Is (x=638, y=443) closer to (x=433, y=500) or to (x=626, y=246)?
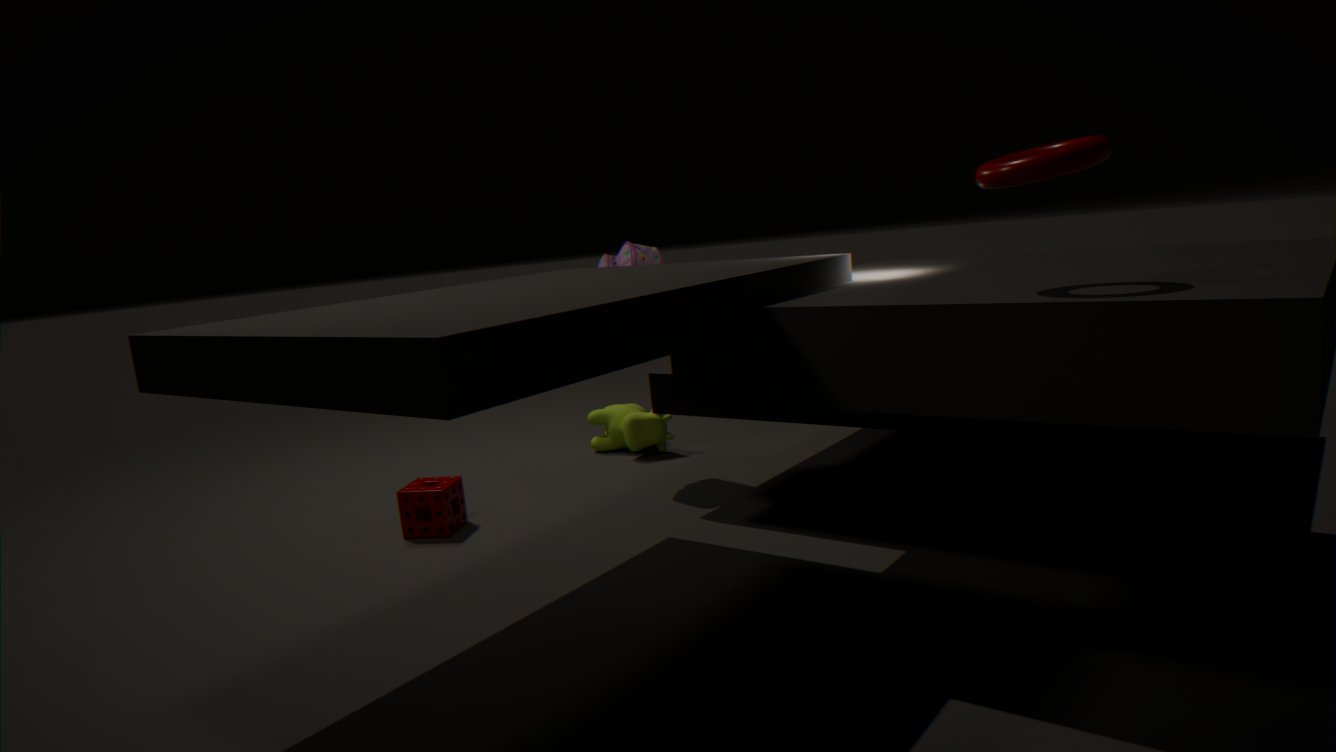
(x=626, y=246)
